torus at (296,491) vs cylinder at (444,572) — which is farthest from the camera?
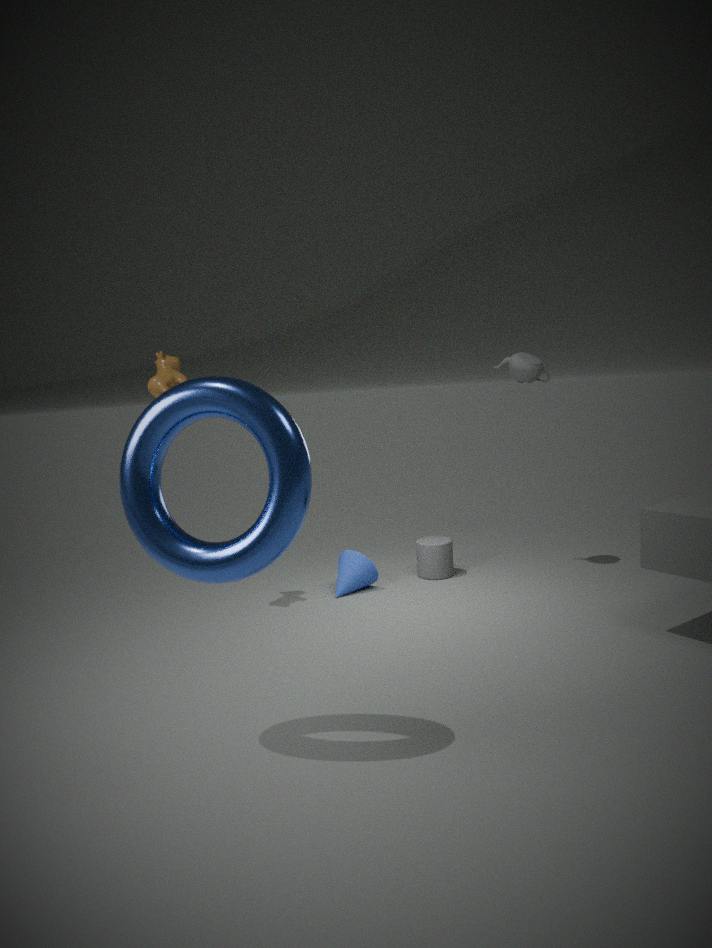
cylinder at (444,572)
